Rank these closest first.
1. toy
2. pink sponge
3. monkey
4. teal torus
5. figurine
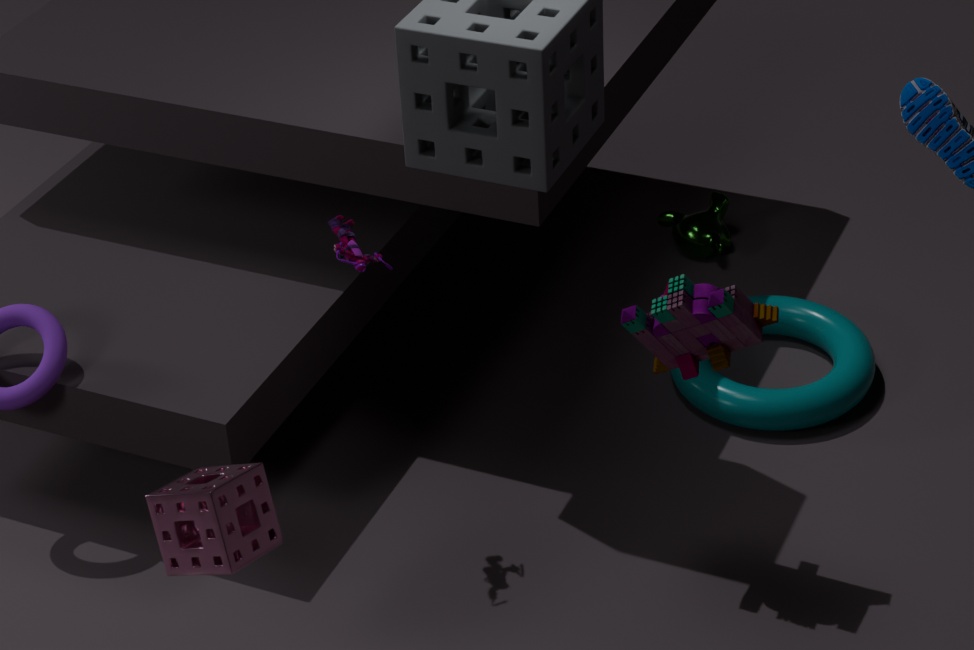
1. pink sponge
2. toy
3. figurine
4. teal torus
5. monkey
